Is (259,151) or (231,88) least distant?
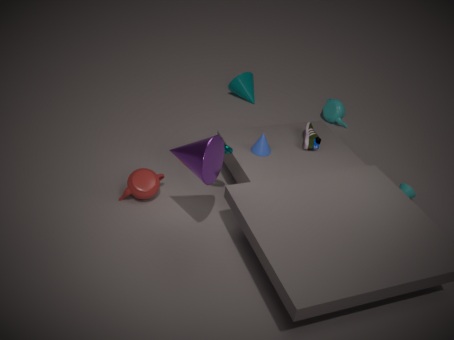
(259,151)
